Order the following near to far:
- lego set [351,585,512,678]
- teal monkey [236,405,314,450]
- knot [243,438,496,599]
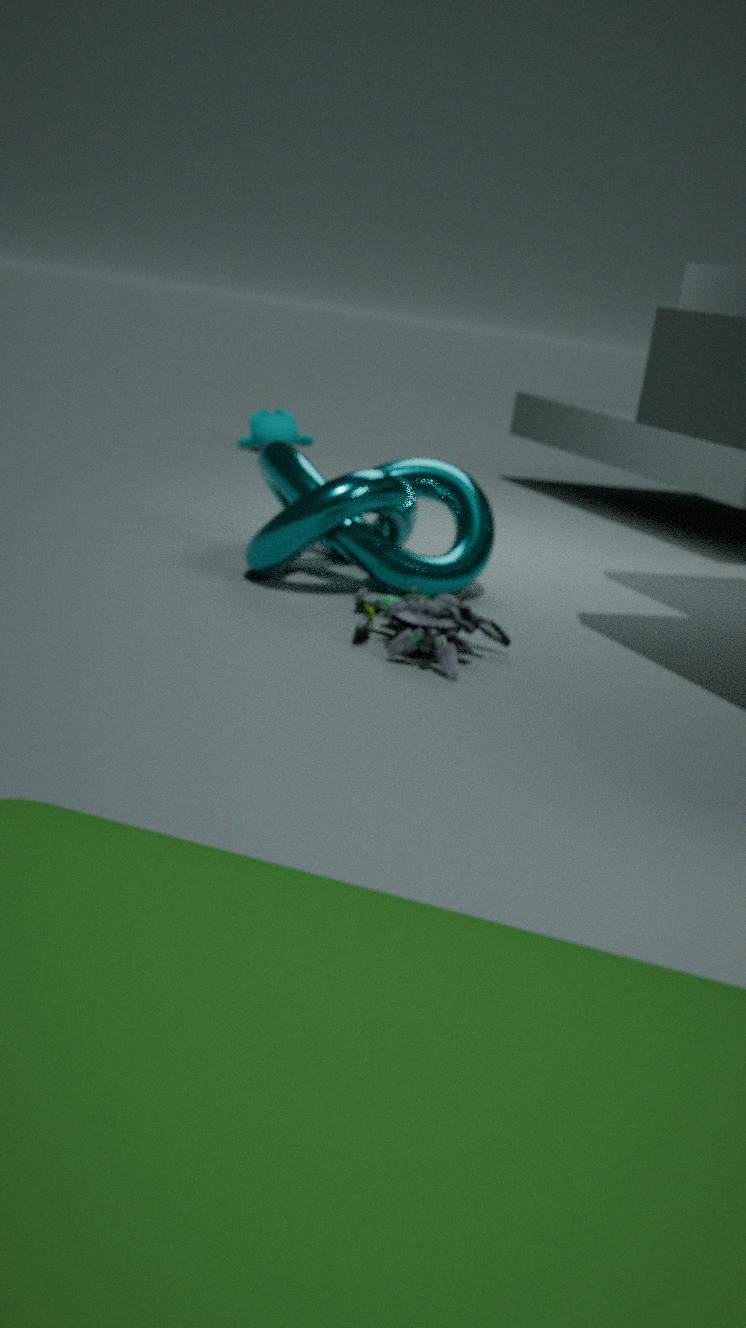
1. lego set [351,585,512,678]
2. knot [243,438,496,599]
3. teal monkey [236,405,314,450]
